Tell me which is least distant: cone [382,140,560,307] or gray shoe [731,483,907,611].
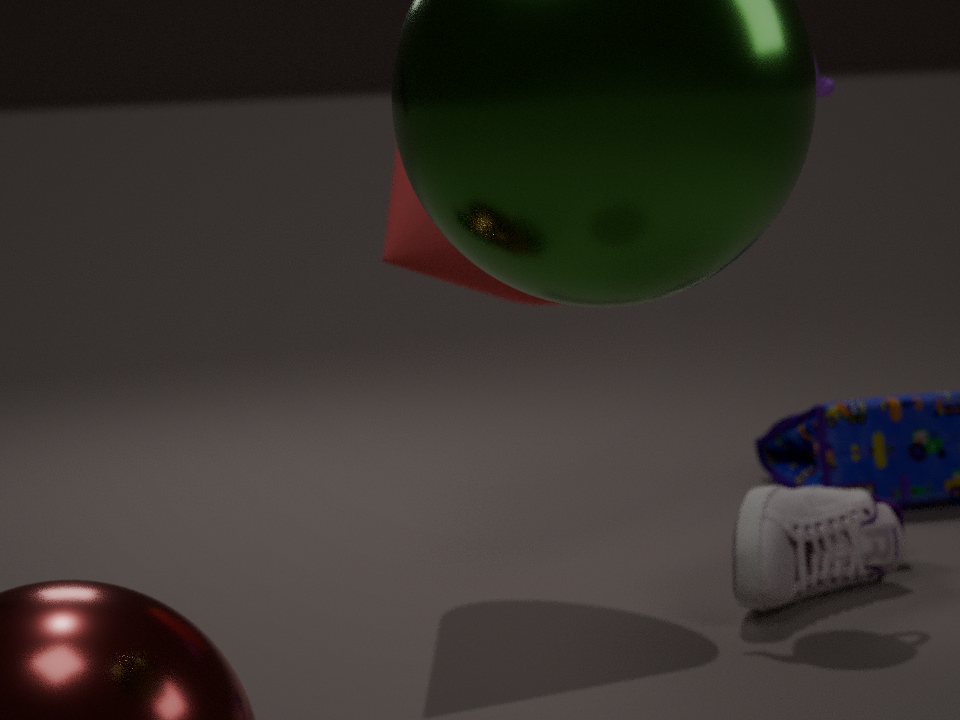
cone [382,140,560,307]
